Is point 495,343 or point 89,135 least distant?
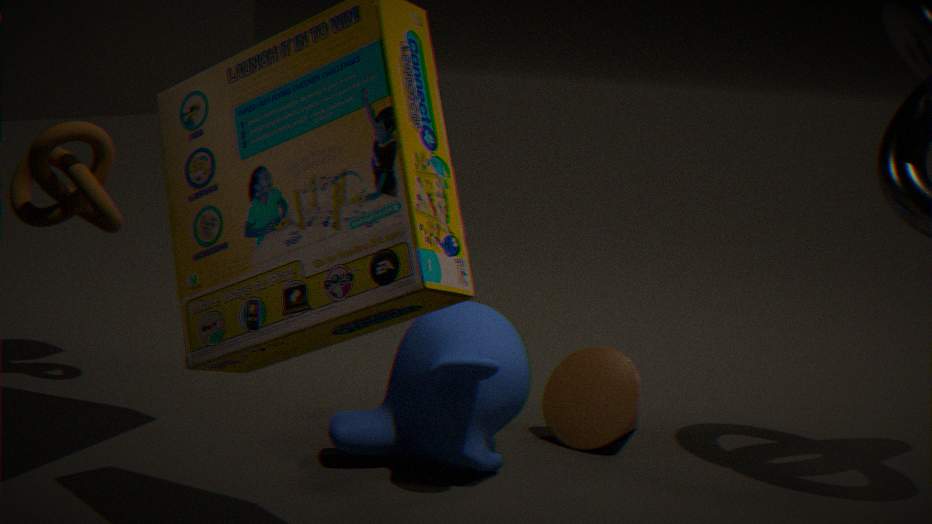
point 495,343
